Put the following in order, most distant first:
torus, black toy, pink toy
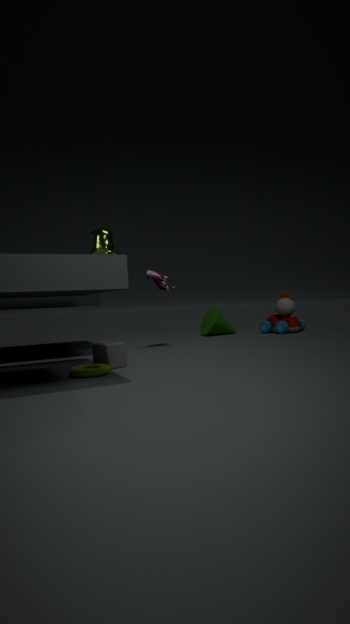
black toy → pink toy → torus
